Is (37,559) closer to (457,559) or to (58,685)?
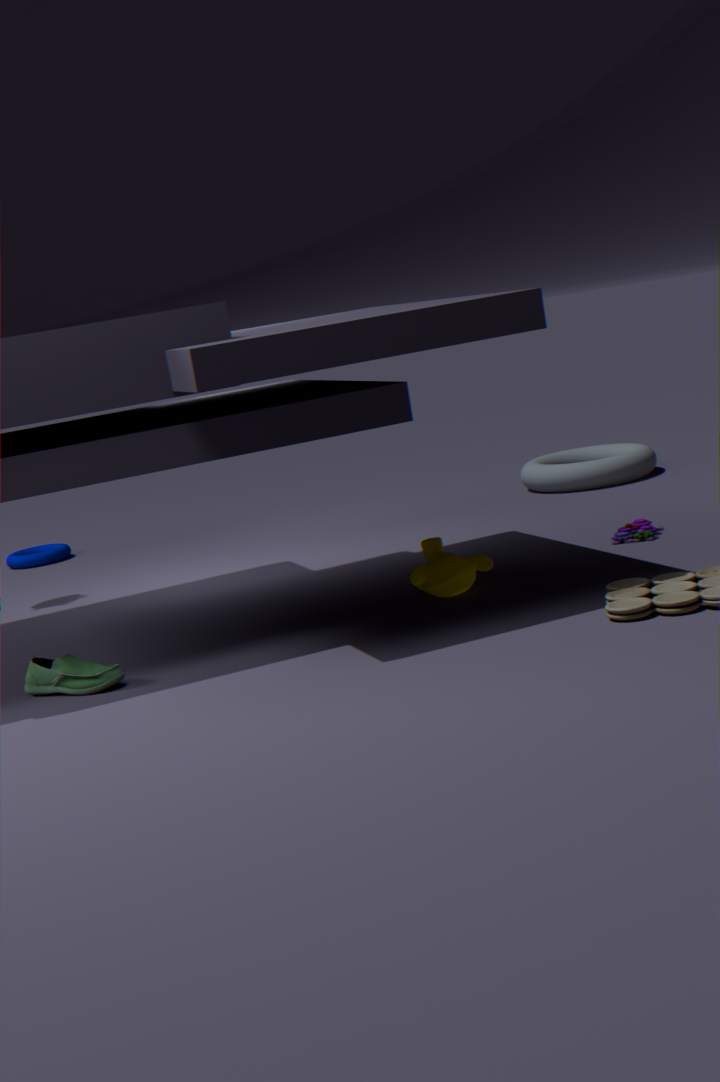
(58,685)
